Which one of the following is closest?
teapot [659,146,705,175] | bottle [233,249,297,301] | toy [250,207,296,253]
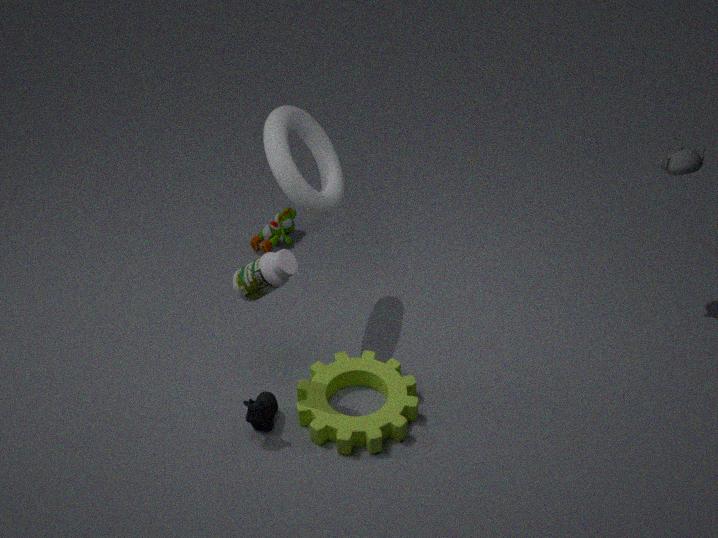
bottle [233,249,297,301]
